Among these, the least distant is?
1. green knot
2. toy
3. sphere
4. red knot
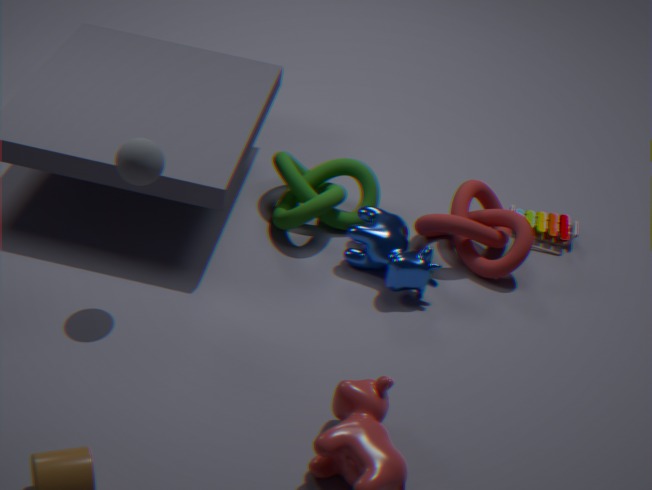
sphere
